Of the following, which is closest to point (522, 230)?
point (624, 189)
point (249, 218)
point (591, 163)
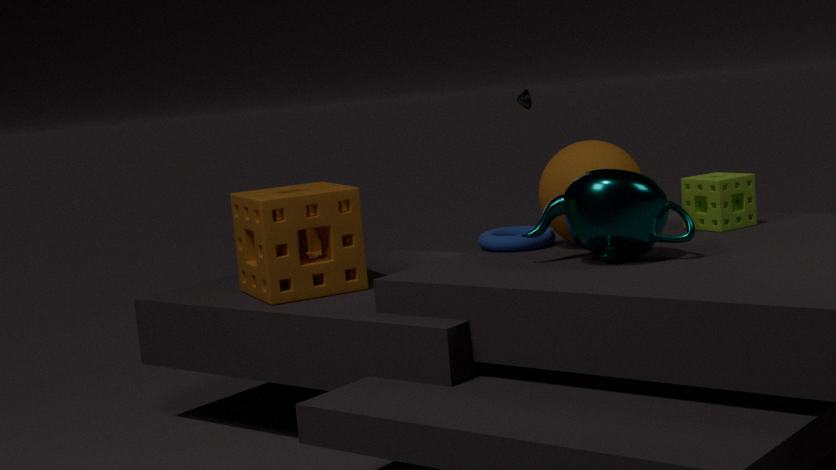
point (591, 163)
